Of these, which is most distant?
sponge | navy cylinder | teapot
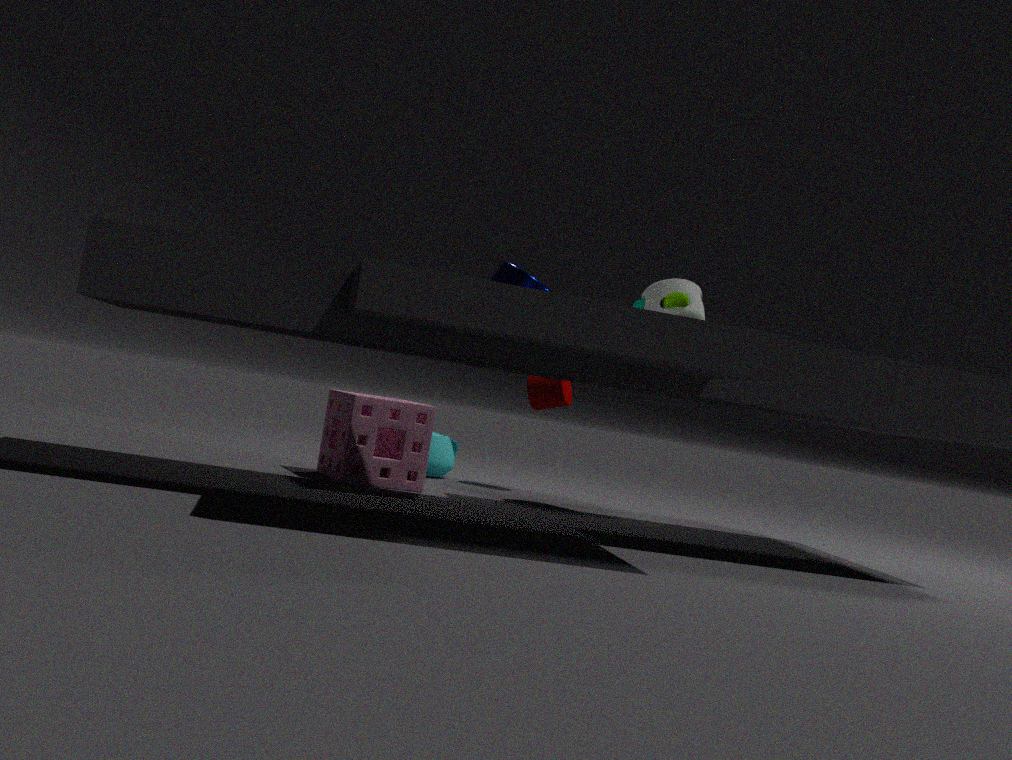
navy cylinder
